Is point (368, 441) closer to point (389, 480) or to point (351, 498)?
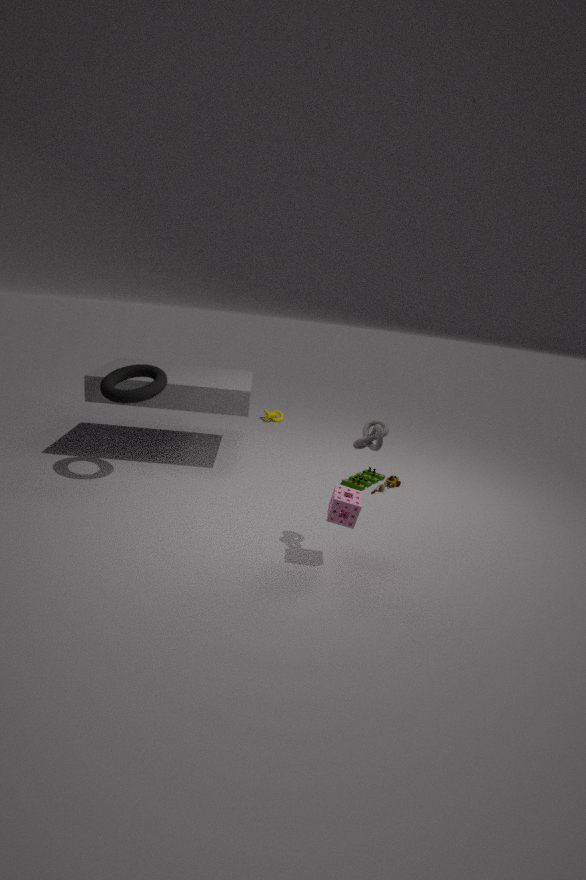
point (351, 498)
